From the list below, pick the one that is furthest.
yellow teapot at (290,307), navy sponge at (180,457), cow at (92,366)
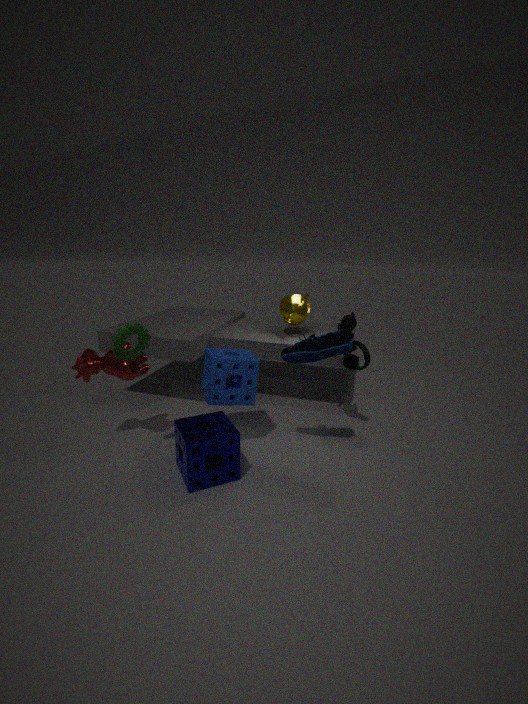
yellow teapot at (290,307)
